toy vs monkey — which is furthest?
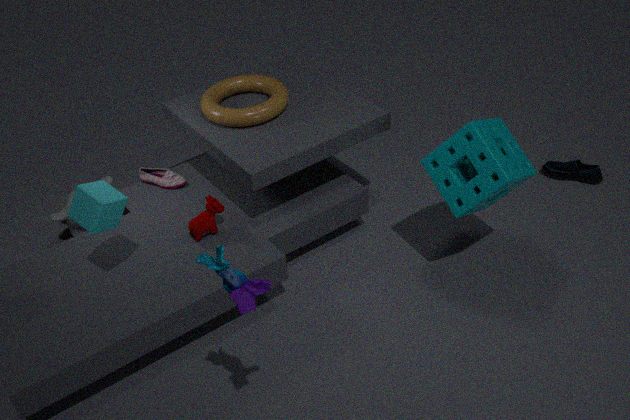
monkey
